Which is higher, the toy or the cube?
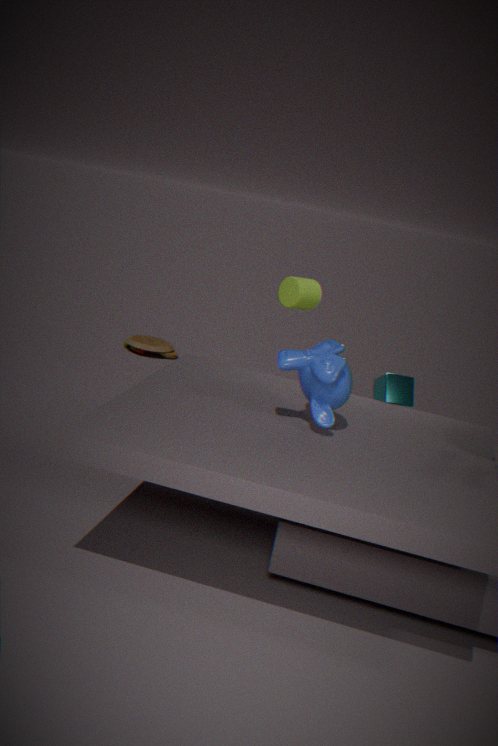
the cube
